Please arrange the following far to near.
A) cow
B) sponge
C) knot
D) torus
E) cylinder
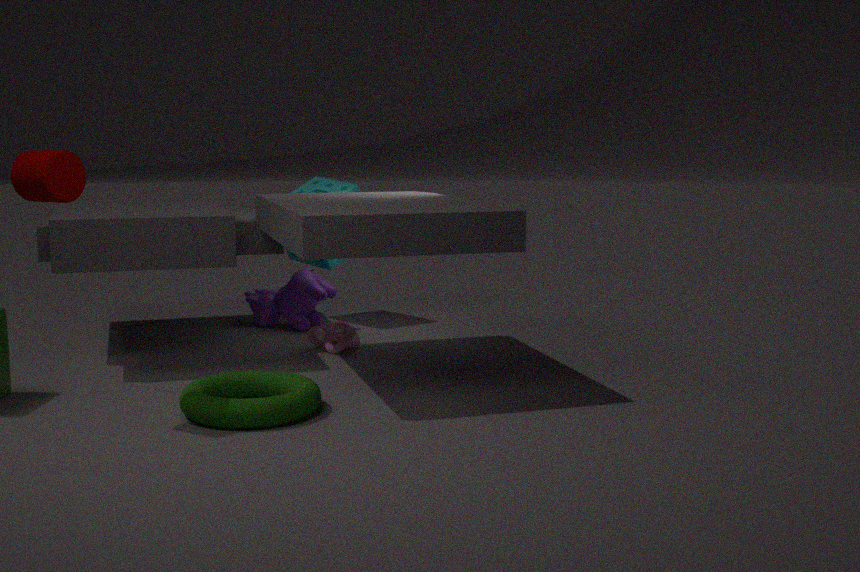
sponge
cow
knot
torus
cylinder
